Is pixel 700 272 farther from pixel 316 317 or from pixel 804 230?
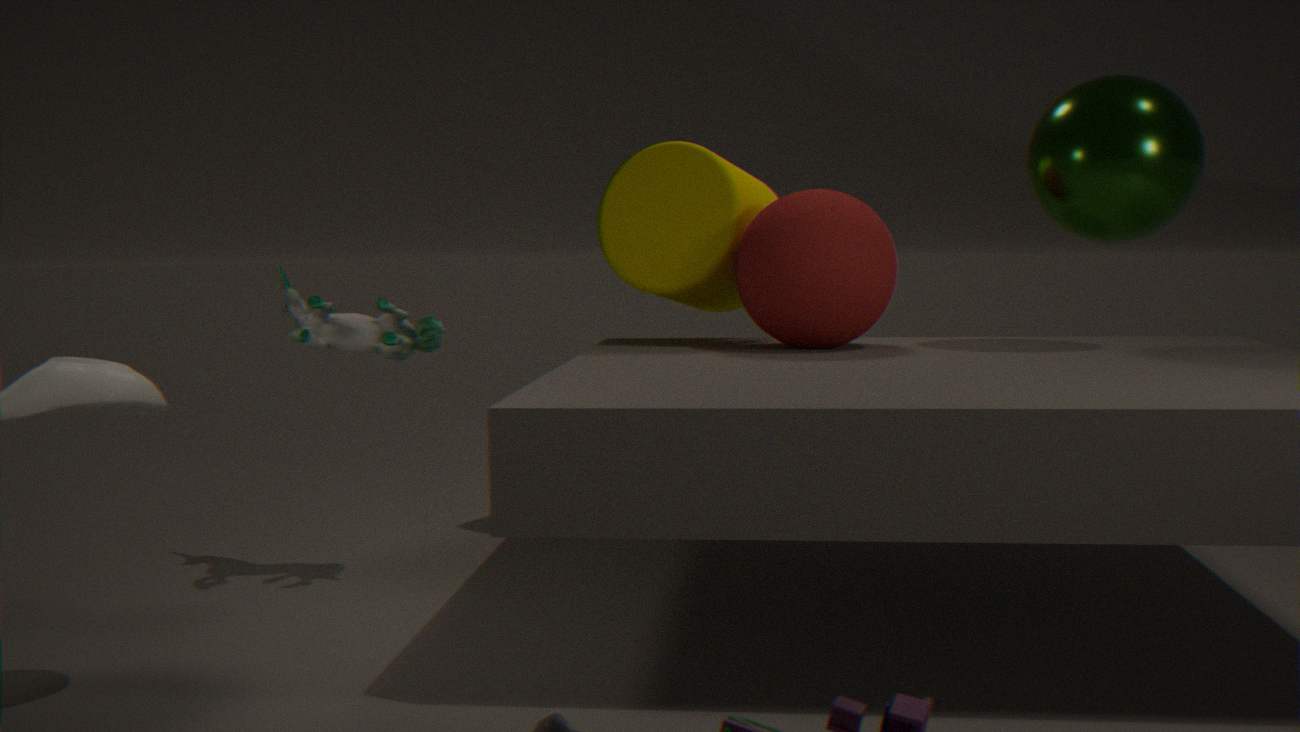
pixel 316 317
